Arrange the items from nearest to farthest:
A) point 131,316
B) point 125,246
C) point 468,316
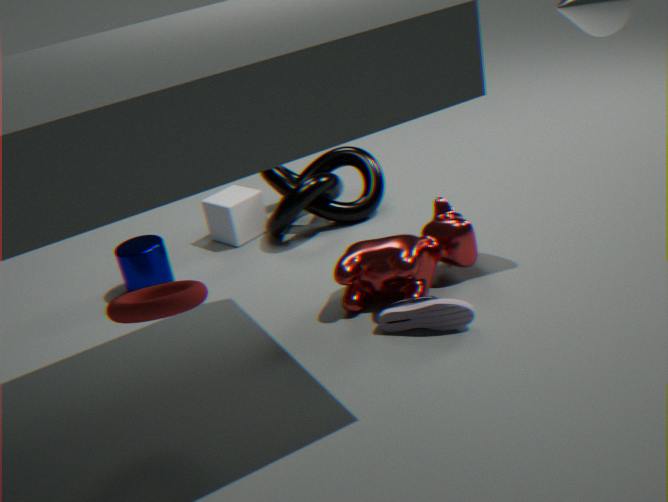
1. point 131,316
2. point 468,316
3. point 125,246
